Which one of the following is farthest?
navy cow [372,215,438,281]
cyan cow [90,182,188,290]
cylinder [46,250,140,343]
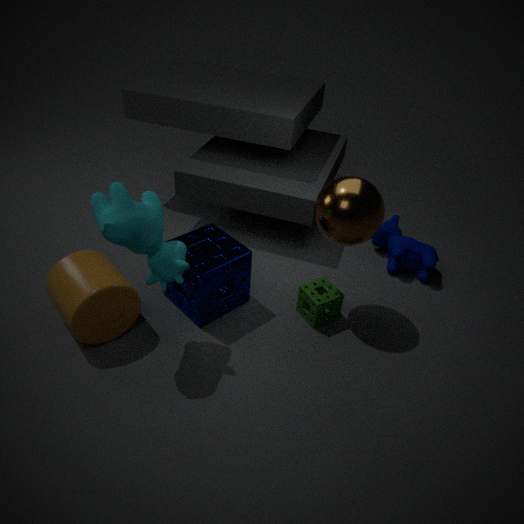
navy cow [372,215,438,281]
